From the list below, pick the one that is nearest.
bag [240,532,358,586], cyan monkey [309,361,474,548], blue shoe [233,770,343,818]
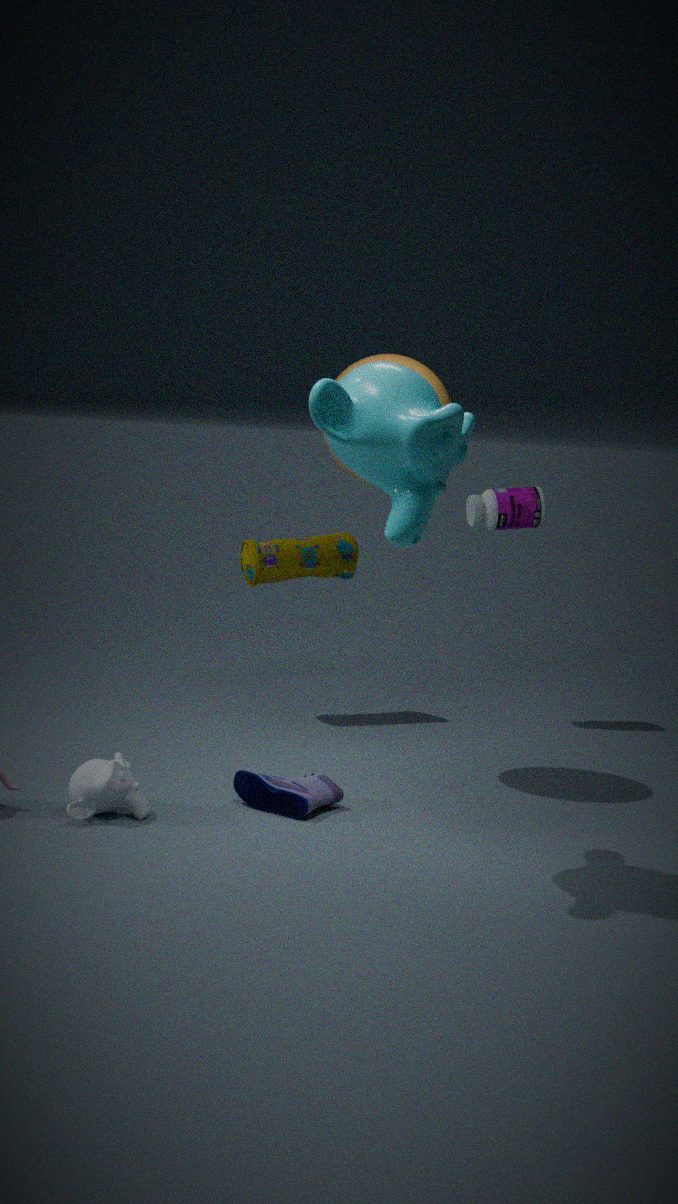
cyan monkey [309,361,474,548]
